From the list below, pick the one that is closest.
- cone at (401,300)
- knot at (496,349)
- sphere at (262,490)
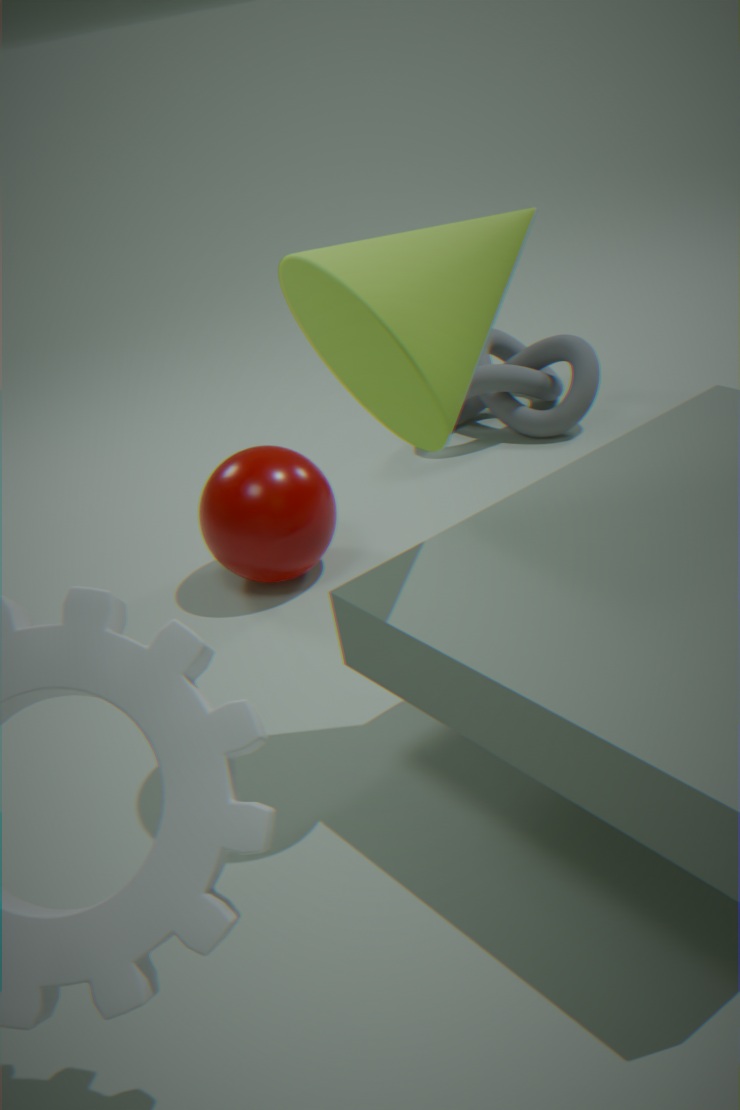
cone at (401,300)
